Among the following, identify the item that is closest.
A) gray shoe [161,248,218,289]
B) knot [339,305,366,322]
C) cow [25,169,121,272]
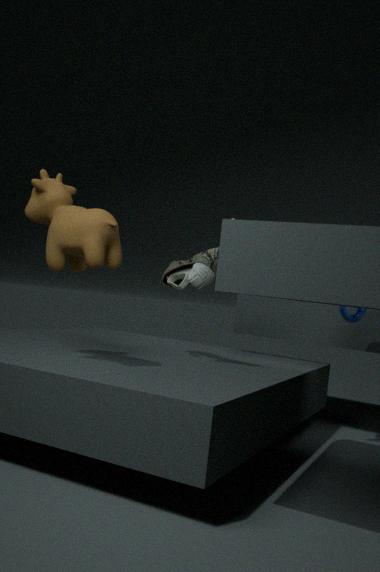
cow [25,169,121,272]
